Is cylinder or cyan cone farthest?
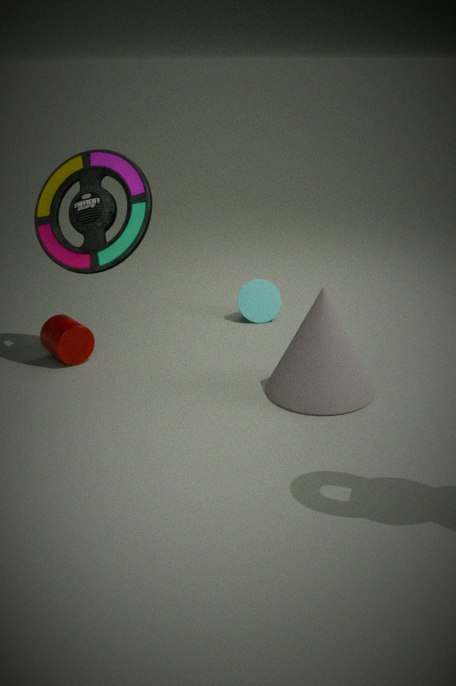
cyan cone
